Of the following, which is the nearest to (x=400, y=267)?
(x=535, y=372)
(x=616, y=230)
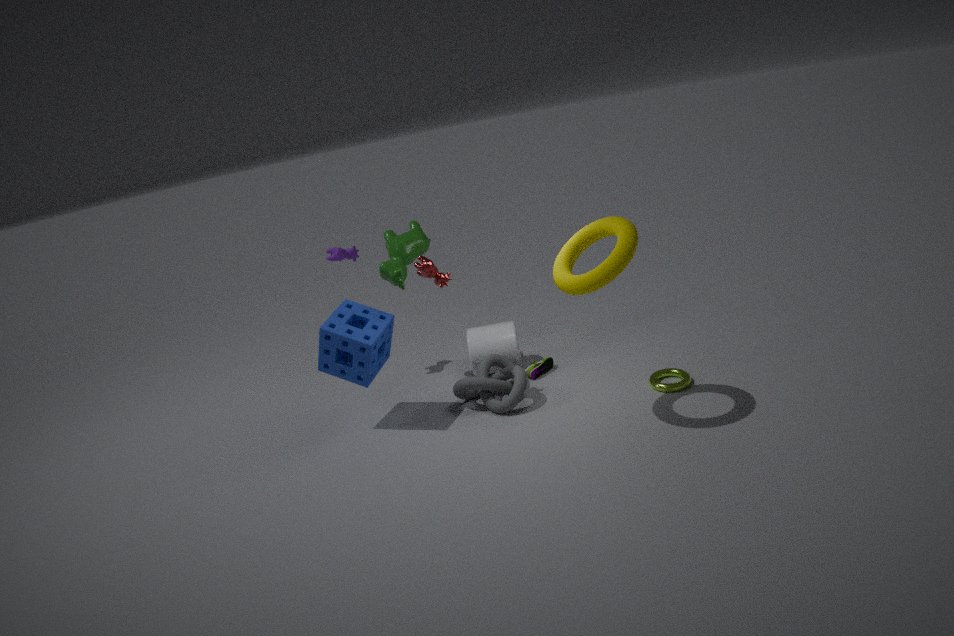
(x=535, y=372)
